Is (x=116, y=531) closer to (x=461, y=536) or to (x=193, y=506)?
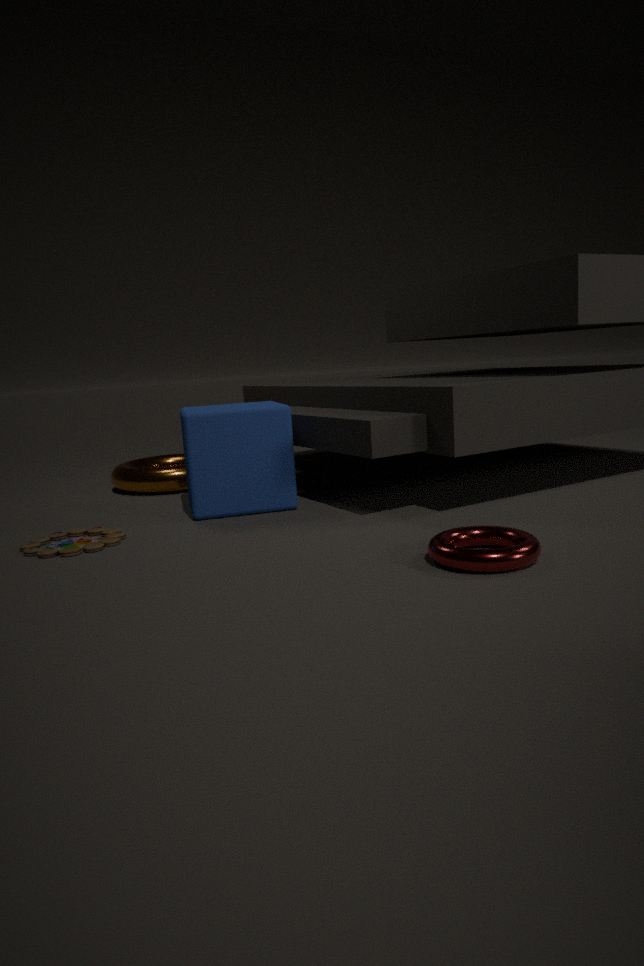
(x=193, y=506)
